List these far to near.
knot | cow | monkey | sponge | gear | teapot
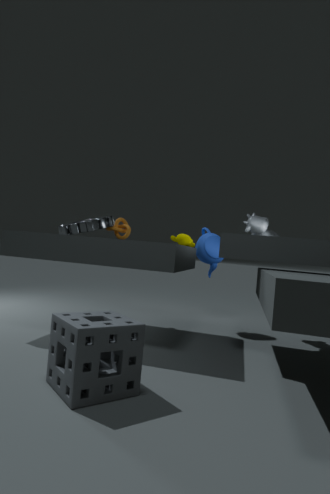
knot, teapot, monkey, cow, gear, sponge
